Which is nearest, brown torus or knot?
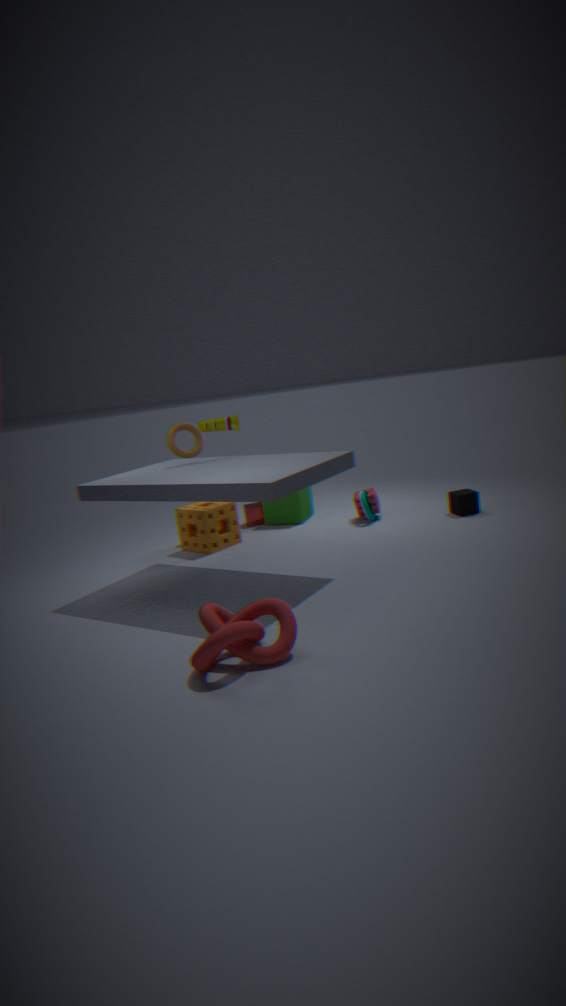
knot
